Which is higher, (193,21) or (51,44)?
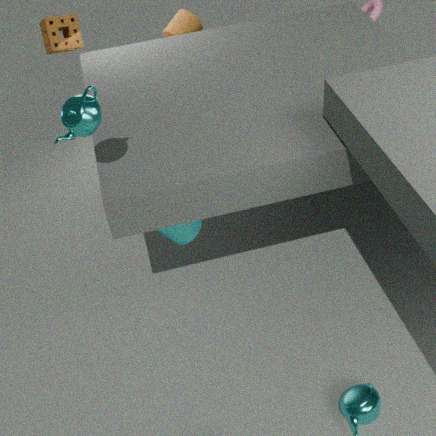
(51,44)
